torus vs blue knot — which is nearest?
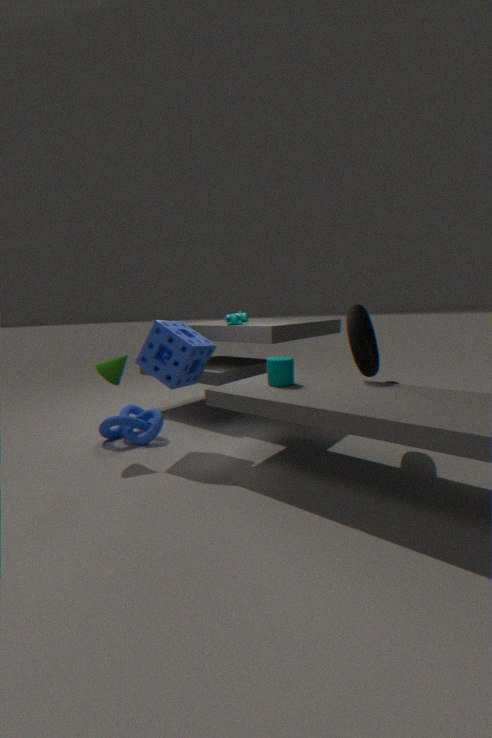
torus
